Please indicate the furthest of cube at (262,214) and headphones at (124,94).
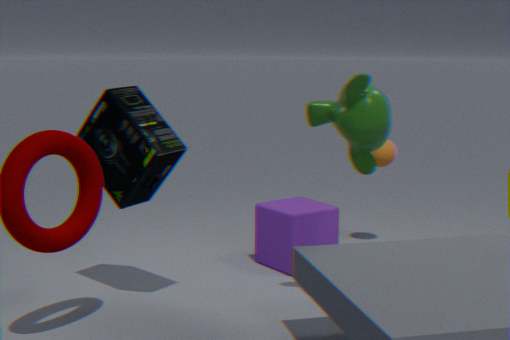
cube at (262,214)
